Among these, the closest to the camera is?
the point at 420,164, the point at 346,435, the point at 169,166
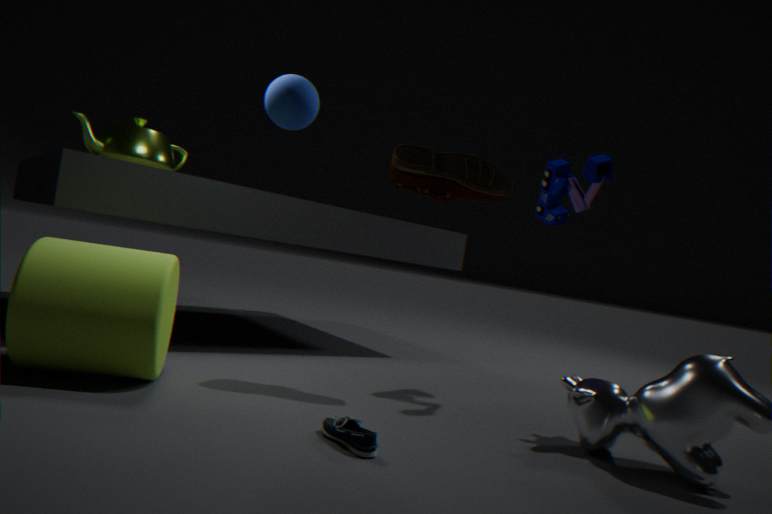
the point at 346,435
